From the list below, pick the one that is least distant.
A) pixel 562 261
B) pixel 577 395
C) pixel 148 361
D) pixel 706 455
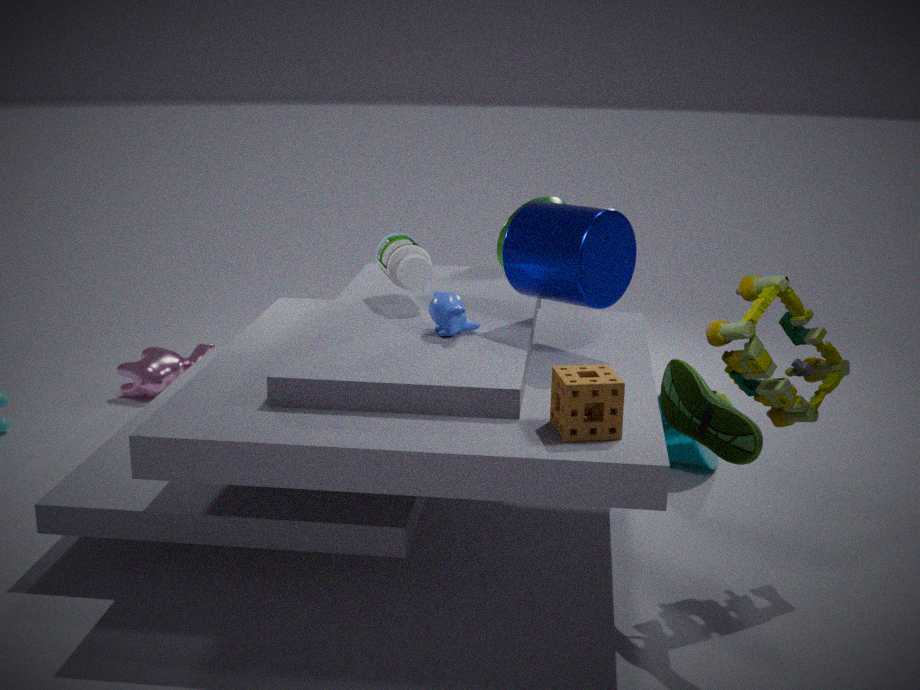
pixel 577 395
